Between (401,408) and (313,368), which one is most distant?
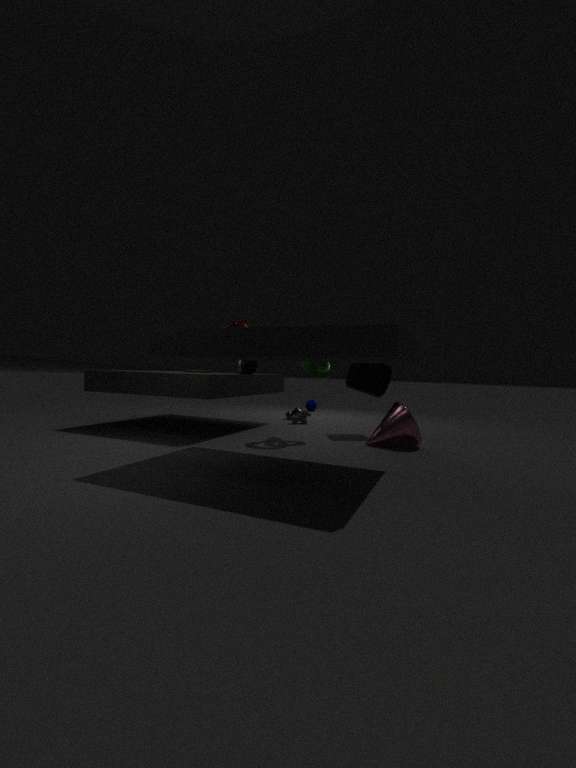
(313,368)
